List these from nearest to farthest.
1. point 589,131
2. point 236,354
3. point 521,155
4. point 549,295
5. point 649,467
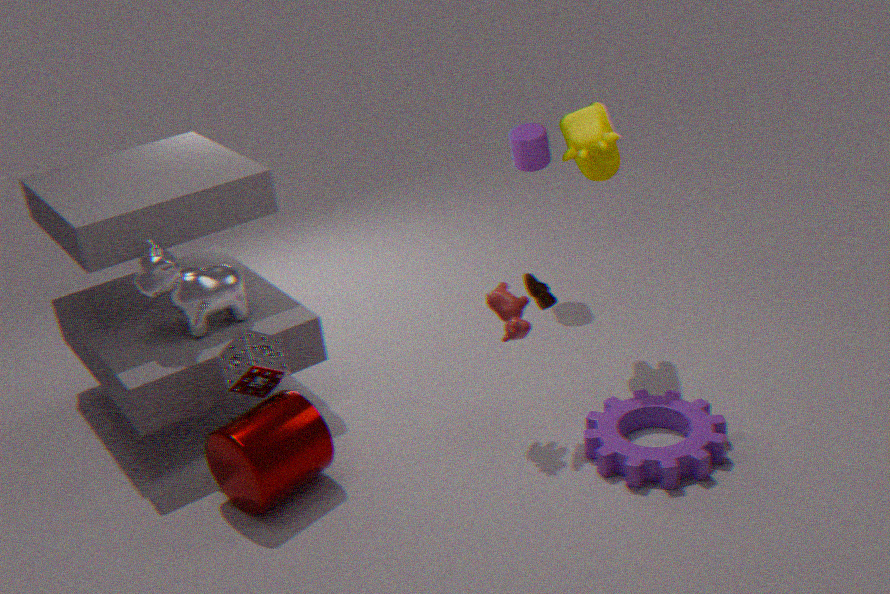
point 649,467 < point 236,354 < point 549,295 < point 589,131 < point 521,155
